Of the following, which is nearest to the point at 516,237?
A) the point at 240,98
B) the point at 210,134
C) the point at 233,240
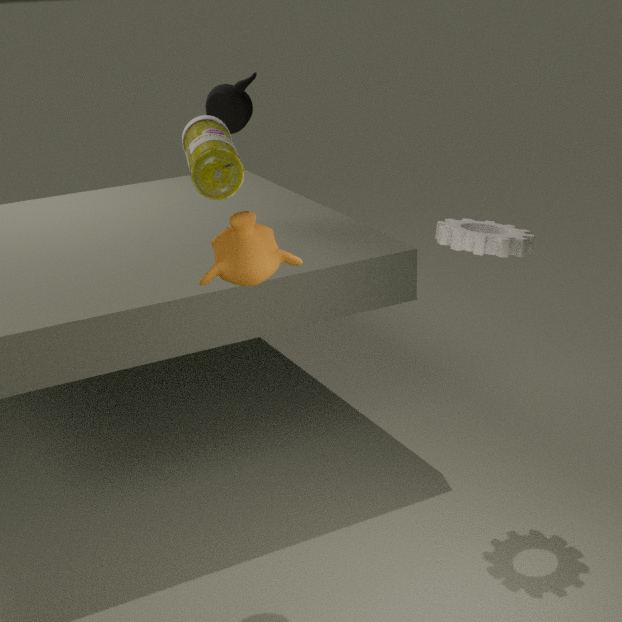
the point at 233,240
